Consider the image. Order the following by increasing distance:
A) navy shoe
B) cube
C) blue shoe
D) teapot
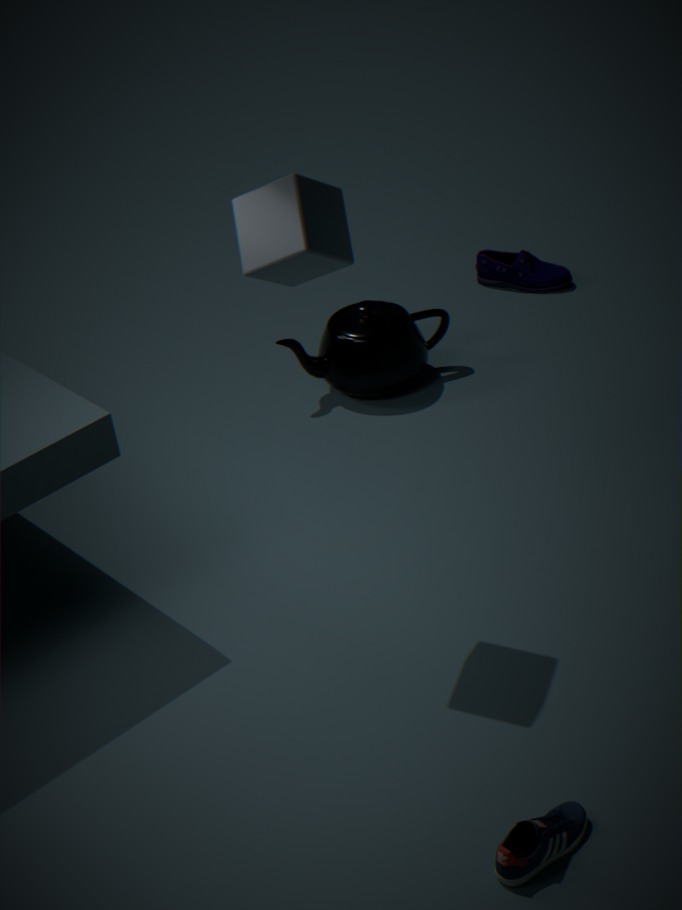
blue shoe → cube → teapot → navy shoe
